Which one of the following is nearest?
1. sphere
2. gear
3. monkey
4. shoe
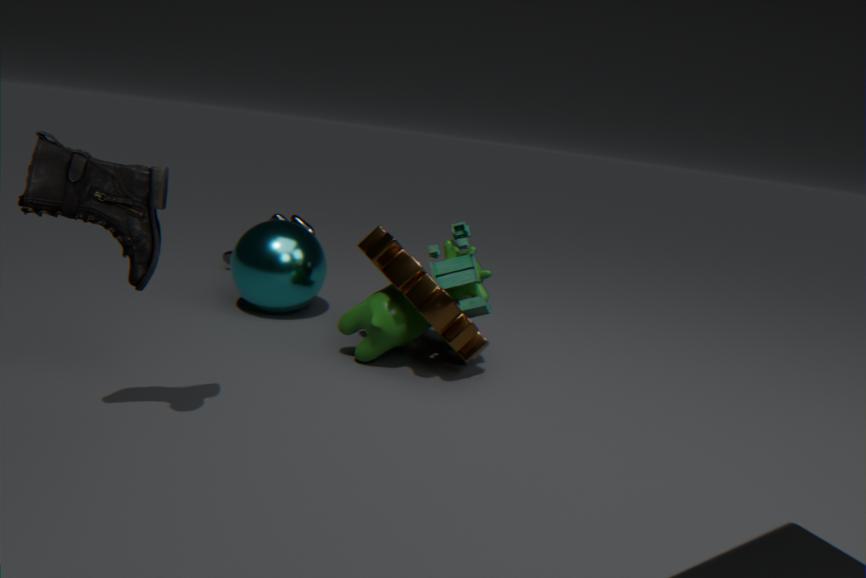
shoe
